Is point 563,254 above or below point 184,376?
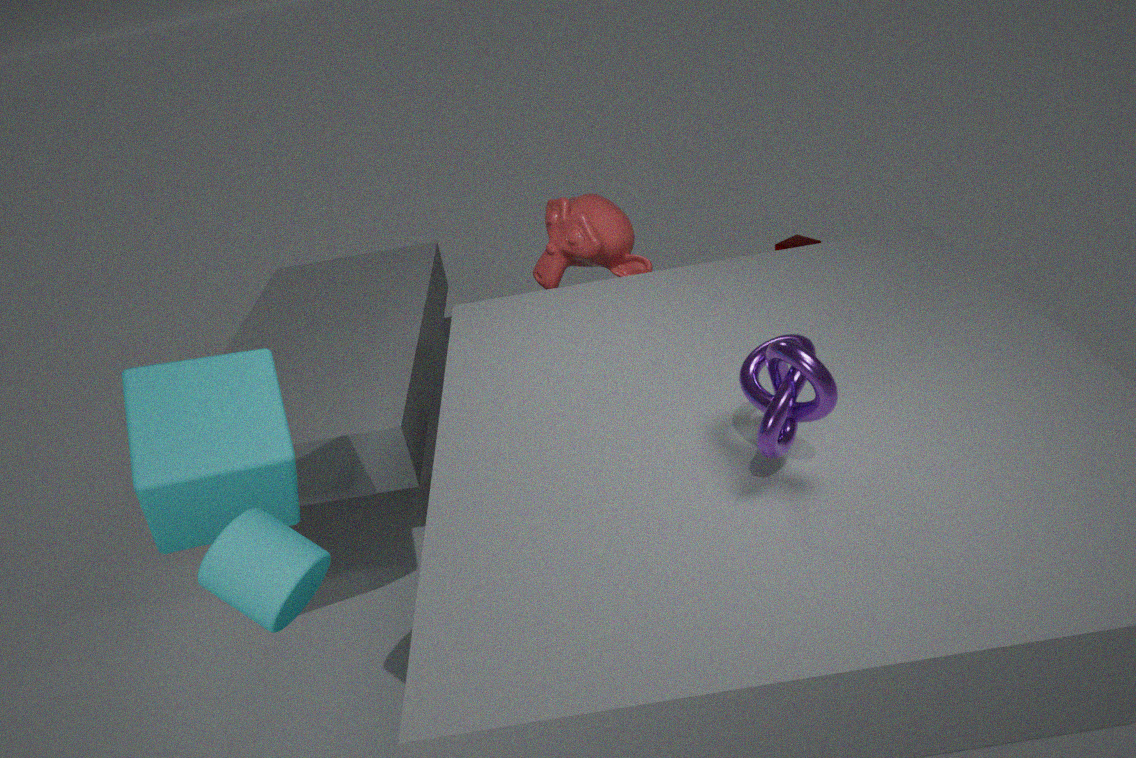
above
